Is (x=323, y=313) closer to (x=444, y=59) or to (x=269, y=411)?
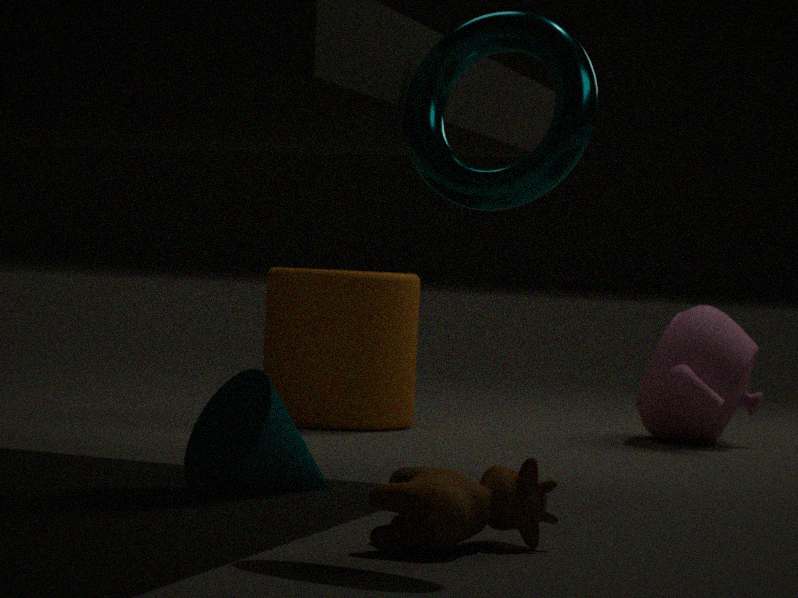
(x=269, y=411)
